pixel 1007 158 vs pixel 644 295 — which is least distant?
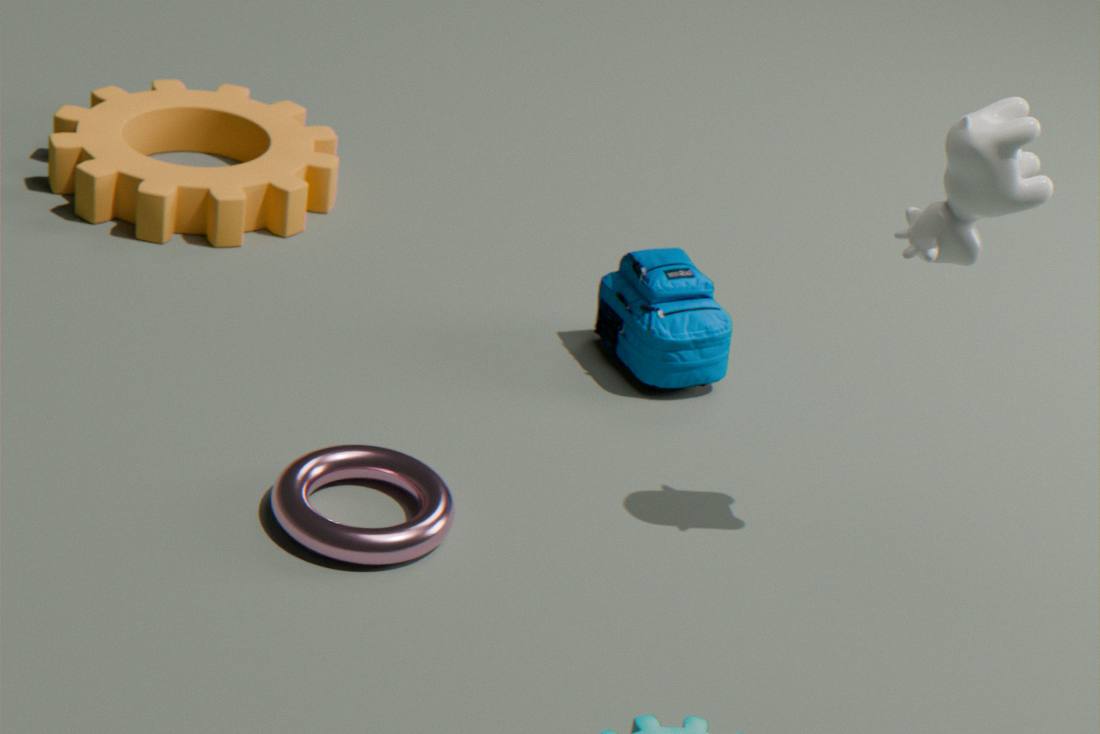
pixel 1007 158
